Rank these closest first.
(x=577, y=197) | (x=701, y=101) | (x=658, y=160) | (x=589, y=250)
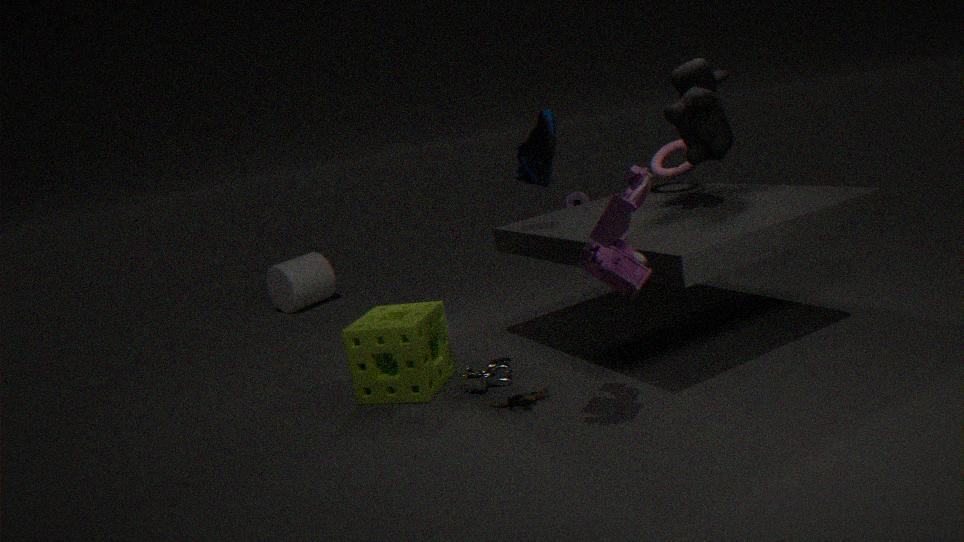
(x=589, y=250), (x=701, y=101), (x=658, y=160), (x=577, y=197)
